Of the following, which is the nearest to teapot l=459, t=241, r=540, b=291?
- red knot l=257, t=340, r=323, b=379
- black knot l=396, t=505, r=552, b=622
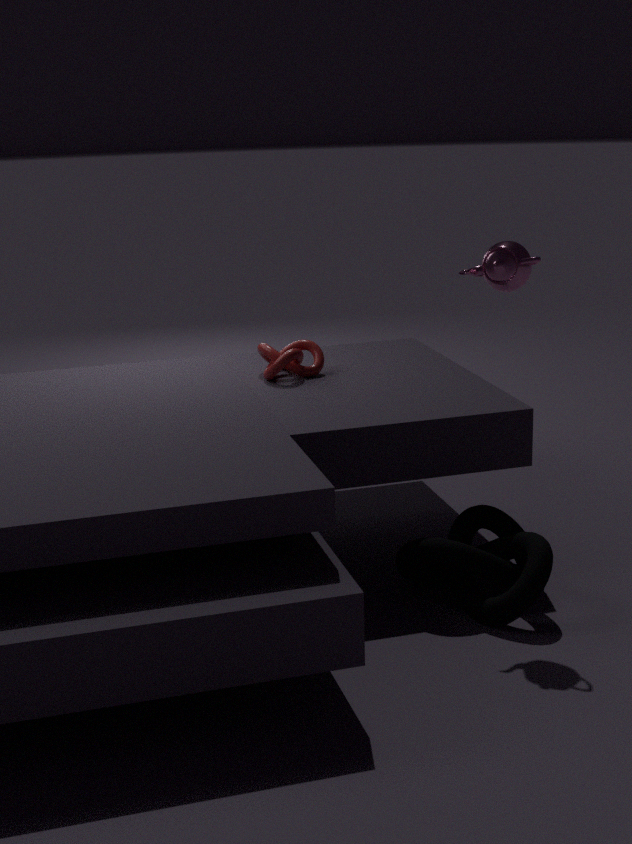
black knot l=396, t=505, r=552, b=622
